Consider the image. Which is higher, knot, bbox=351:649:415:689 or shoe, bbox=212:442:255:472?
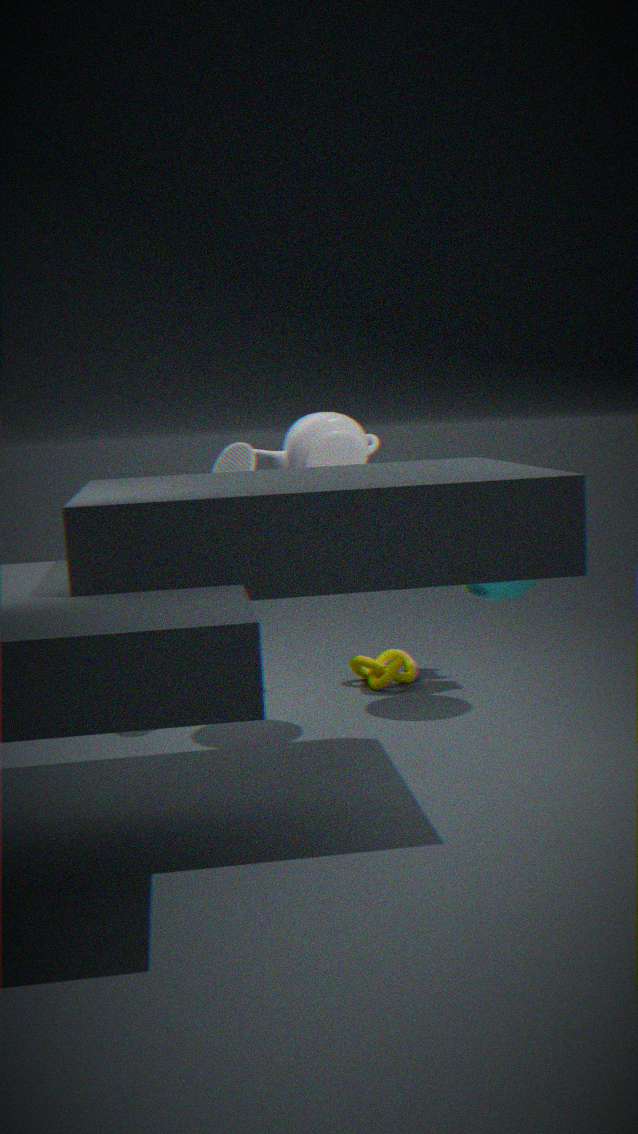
shoe, bbox=212:442:255:472
